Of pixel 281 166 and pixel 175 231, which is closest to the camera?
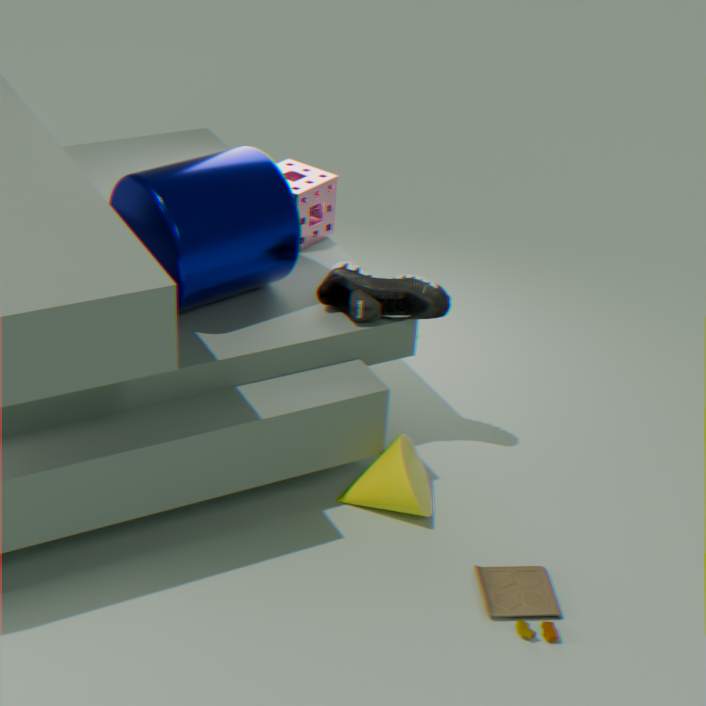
pixel 175 231
